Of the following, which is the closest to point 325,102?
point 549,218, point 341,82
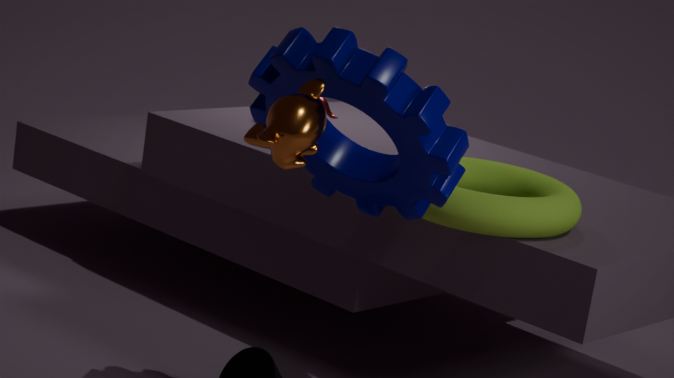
point 549,218
